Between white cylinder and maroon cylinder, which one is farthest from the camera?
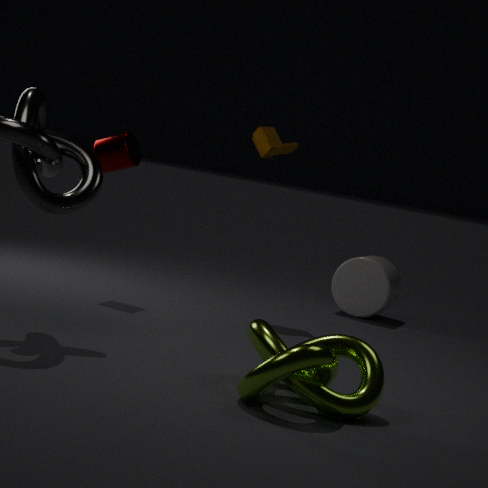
white cylinder
